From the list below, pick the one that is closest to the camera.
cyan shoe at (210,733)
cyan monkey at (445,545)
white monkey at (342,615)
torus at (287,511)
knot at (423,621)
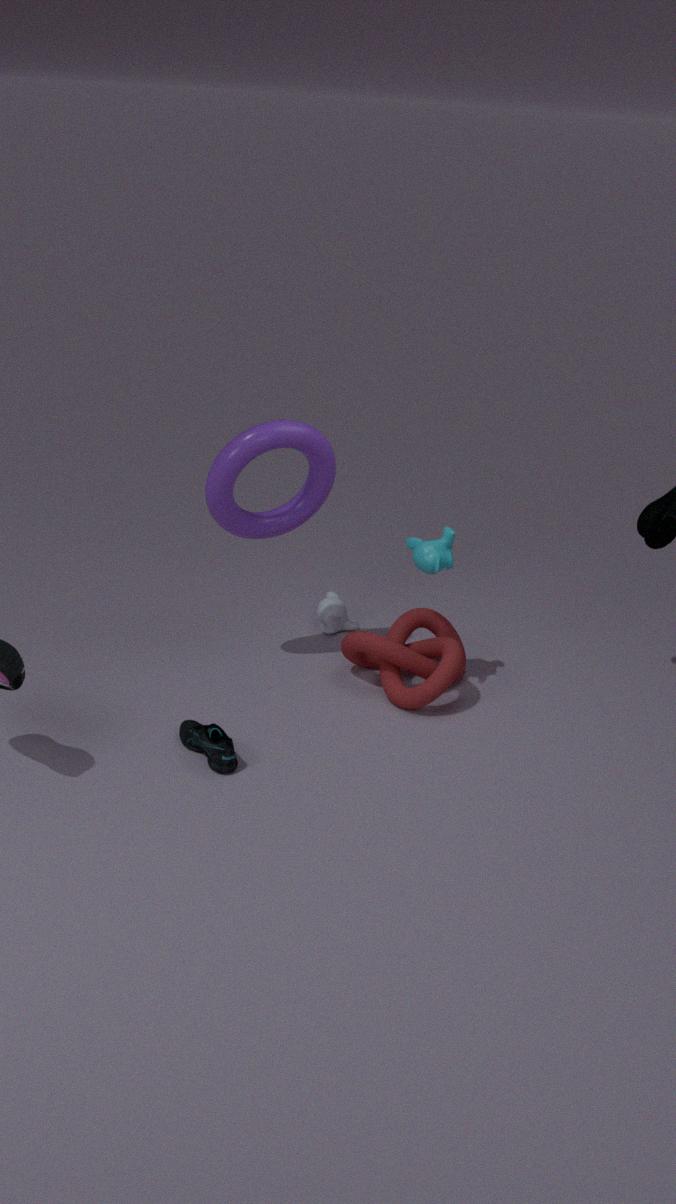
cyan shoe at (210,733)
